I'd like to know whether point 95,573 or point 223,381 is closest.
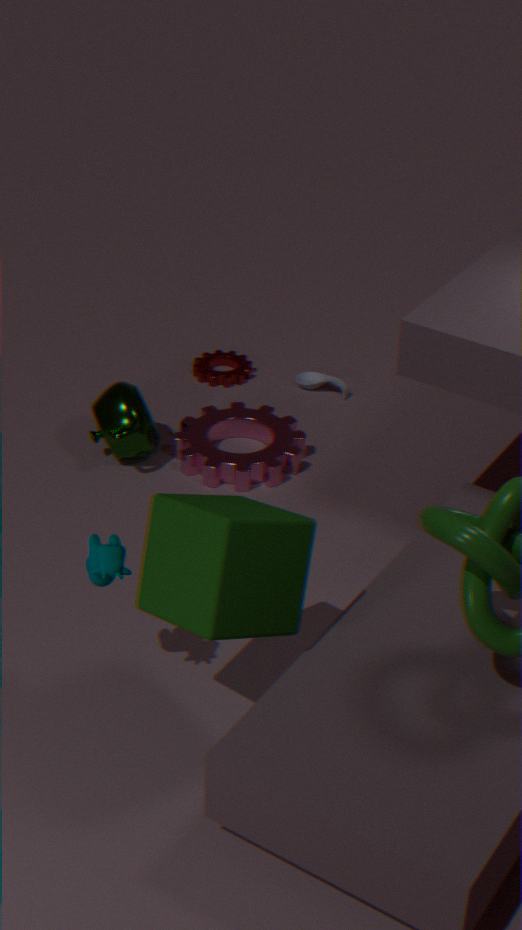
point 95,573
